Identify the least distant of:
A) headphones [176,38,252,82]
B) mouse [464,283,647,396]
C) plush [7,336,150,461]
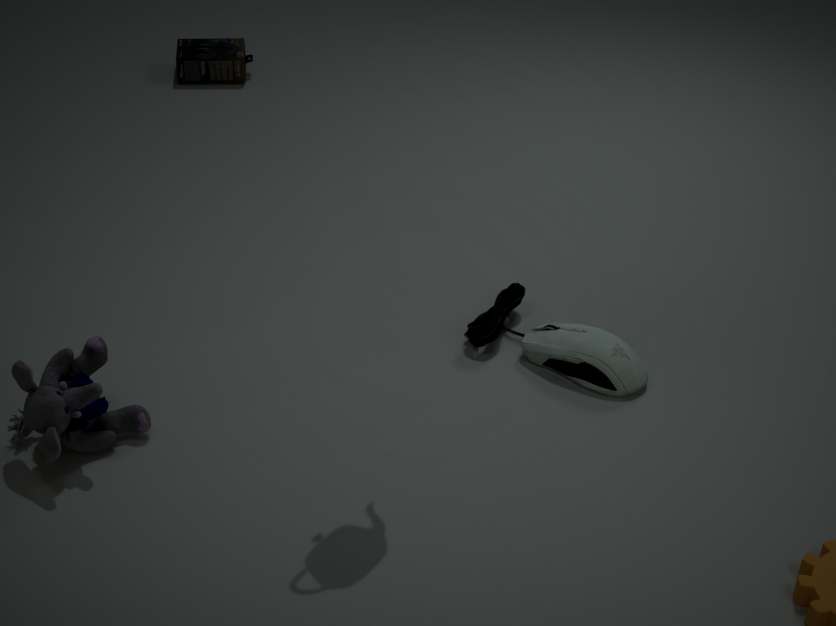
plush [7,336,150,461]
